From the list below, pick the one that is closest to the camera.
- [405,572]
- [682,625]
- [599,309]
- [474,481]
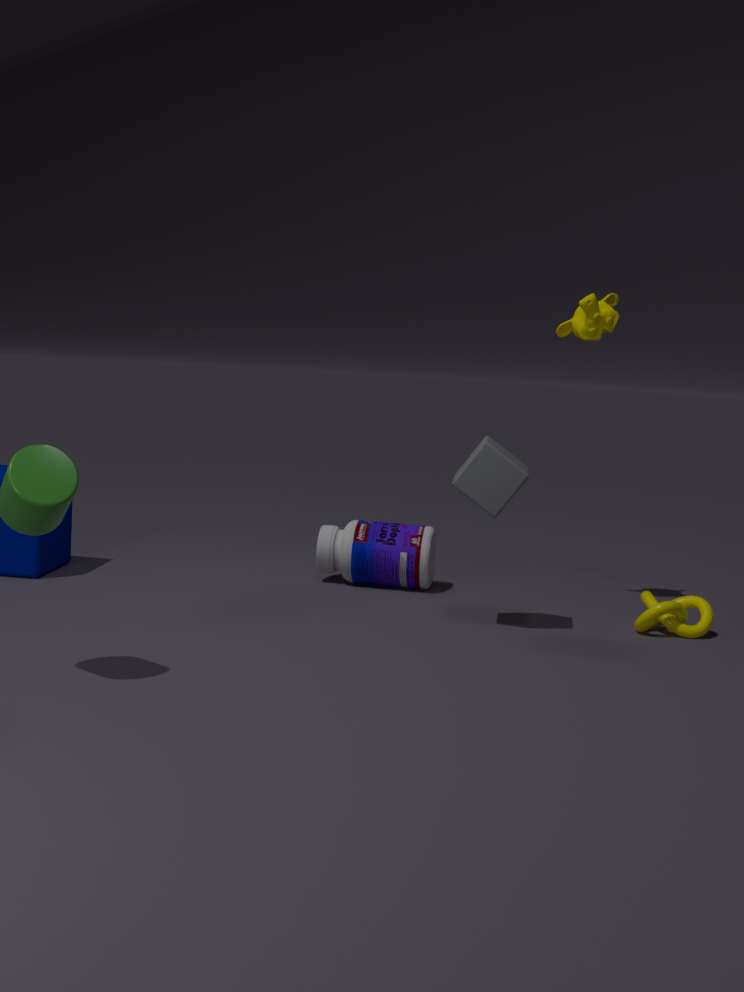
[474,481]
